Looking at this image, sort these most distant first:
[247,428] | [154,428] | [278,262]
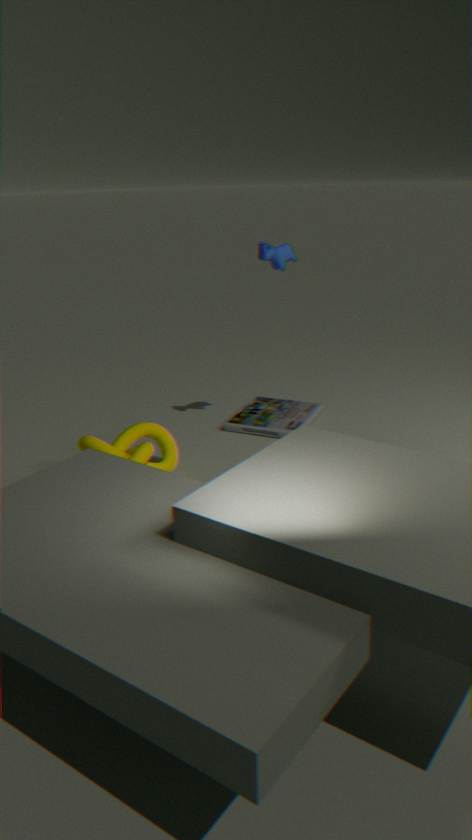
[247,428] → [278,262] → [154,428]
